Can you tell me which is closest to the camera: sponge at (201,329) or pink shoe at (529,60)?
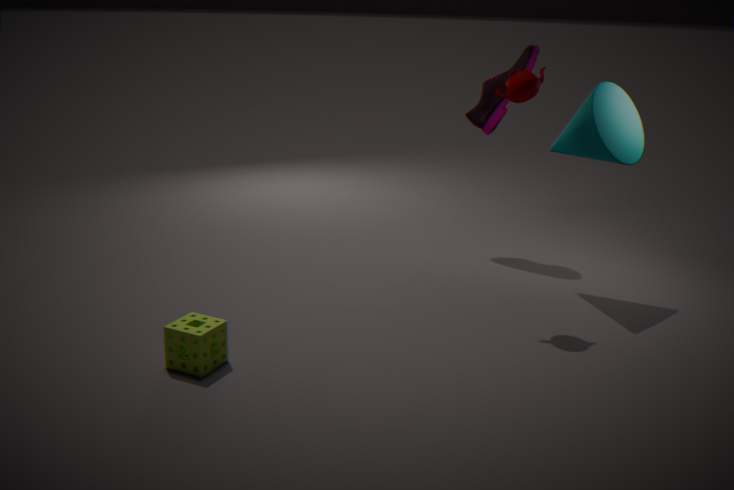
sponge at (201,329)
